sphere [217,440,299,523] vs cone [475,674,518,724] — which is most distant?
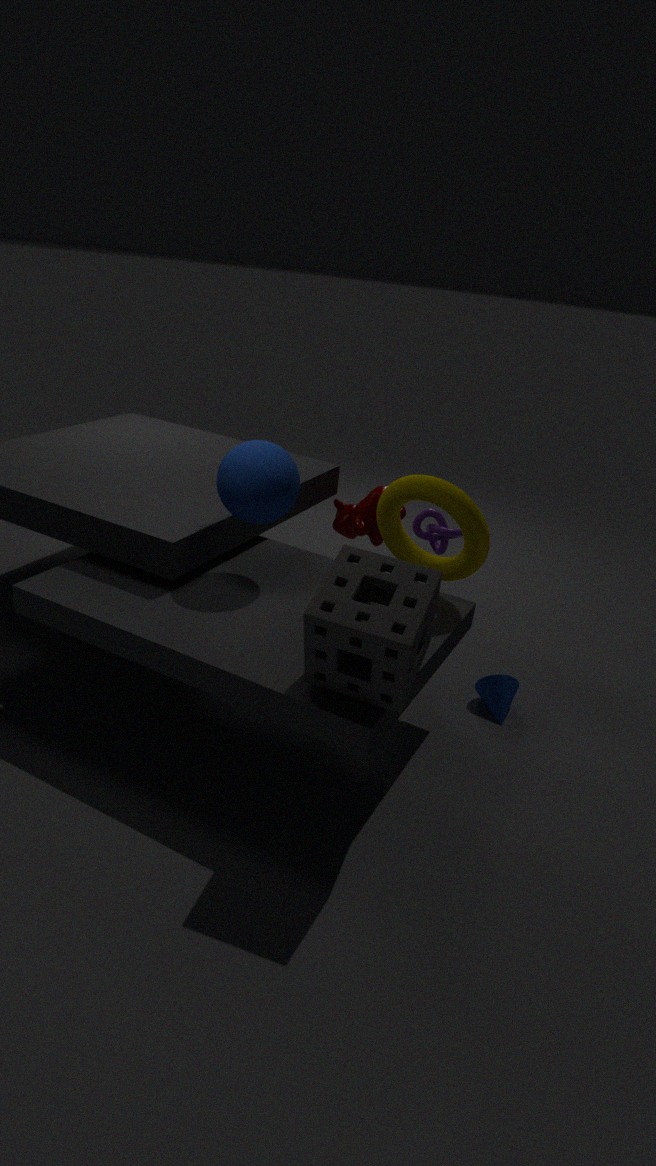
cone [475,674,518,724]
